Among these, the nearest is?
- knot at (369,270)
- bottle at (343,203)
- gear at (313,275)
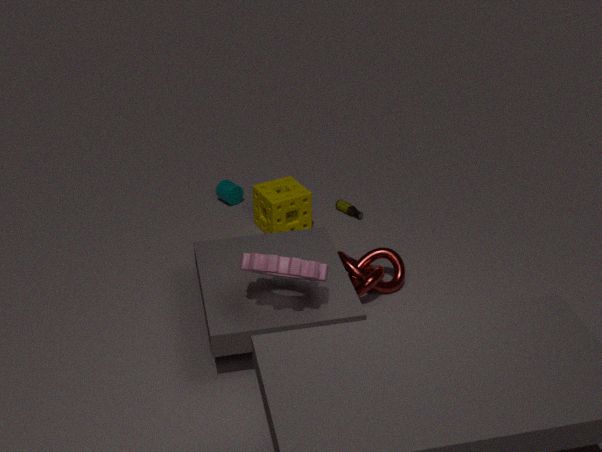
gear at (313,275)
